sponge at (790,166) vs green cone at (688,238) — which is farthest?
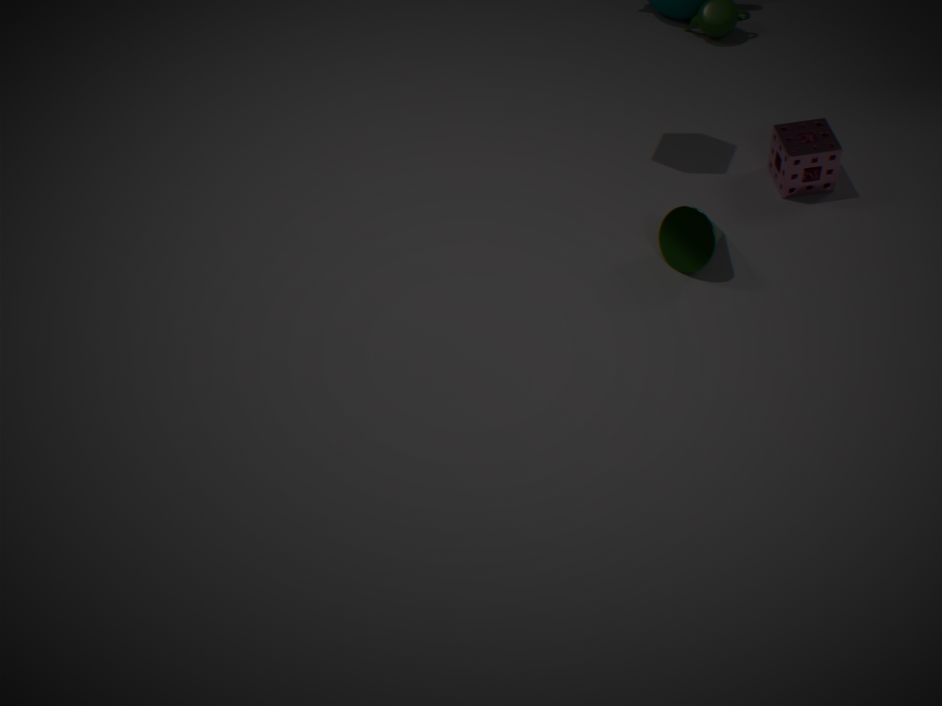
sponge at (790,166)
